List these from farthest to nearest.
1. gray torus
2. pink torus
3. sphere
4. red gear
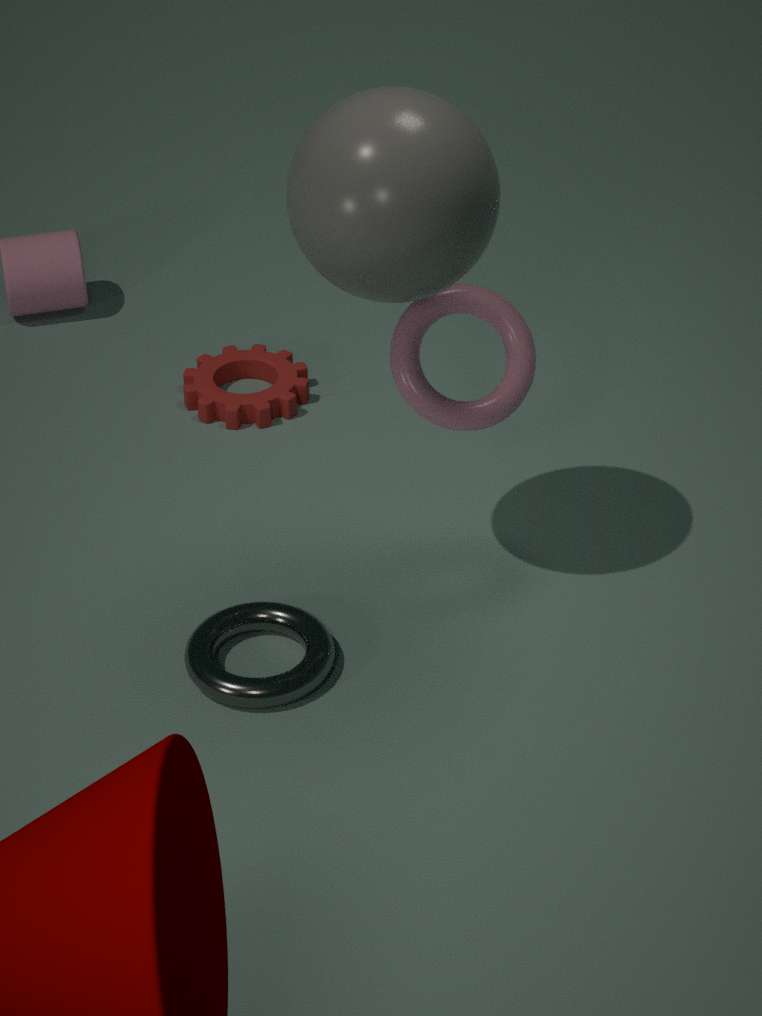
red gear
pink torus
gray torus
sphere
